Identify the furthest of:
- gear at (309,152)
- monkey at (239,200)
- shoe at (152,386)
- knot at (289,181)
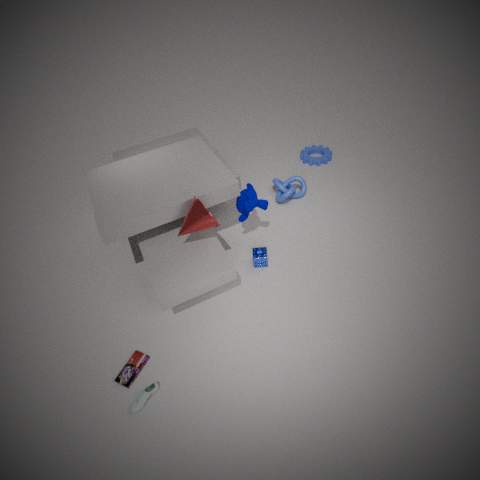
gear at (309,152)
